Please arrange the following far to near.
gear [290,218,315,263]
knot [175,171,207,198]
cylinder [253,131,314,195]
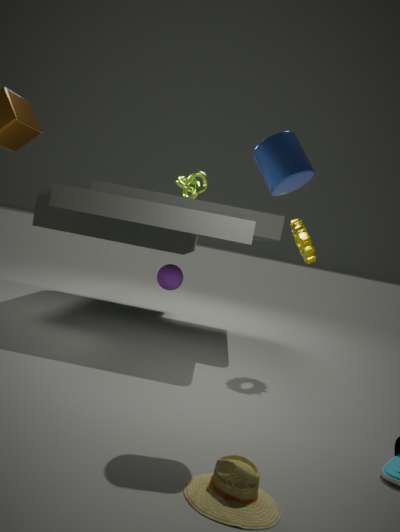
1. knot [175,171,207,198]
2. gear [290,218,315,263]
3. cylinder [253,131,314,195]
